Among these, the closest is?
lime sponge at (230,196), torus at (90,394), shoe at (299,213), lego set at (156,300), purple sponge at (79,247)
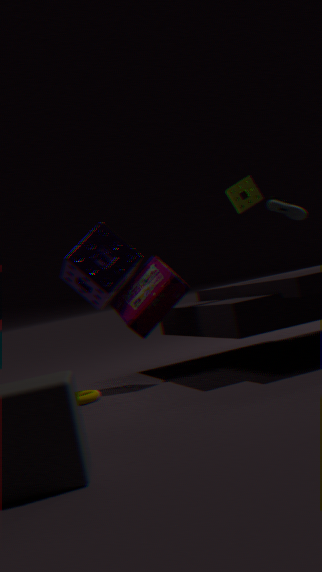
torus at (90,394)
